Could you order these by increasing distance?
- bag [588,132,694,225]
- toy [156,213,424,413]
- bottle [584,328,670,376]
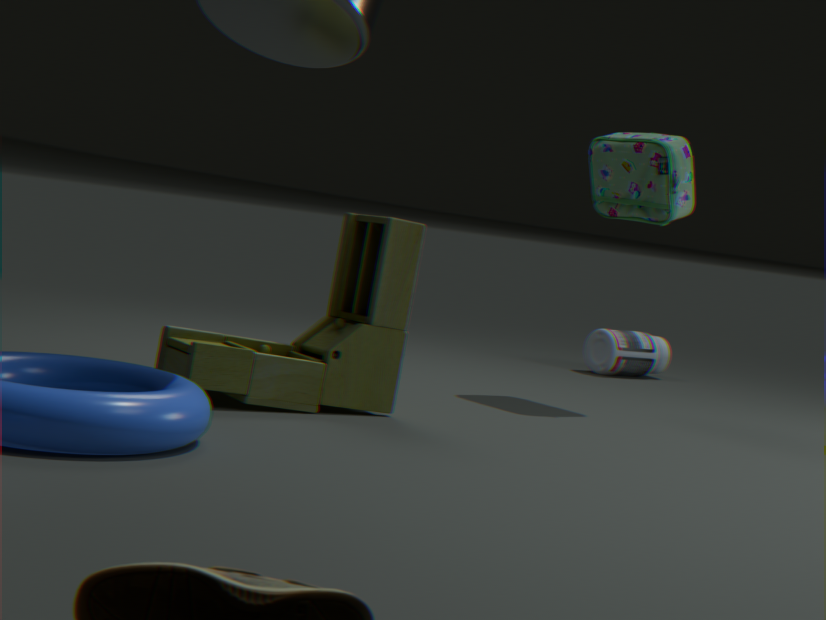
toy [156,213,424,413] < bag [588,132,694,225] < bottle [584,328,670,376]
